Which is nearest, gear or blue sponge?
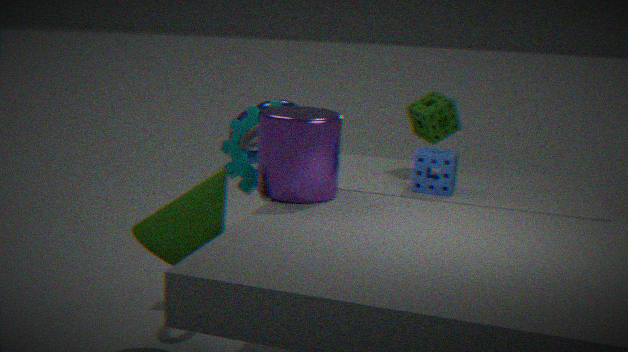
blue sponge
